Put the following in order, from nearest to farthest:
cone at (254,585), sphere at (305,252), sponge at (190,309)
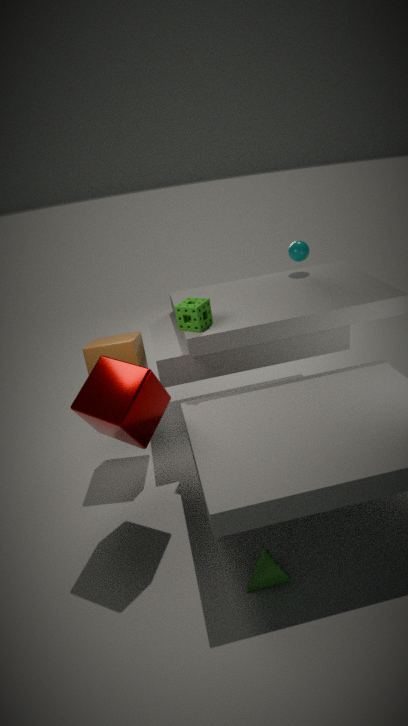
1. cone at (254,585)
2. sponge at (190,309)
3. sphere at (305,252)
